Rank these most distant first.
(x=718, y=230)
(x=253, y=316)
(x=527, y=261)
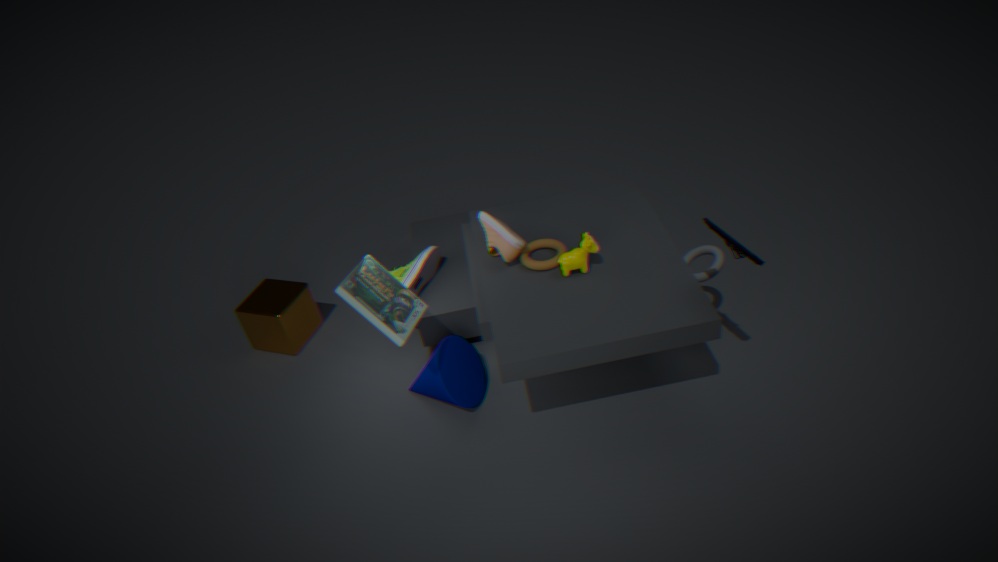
(x=253, y=316)
(x=527, y=261)
(x=718, y=230)
